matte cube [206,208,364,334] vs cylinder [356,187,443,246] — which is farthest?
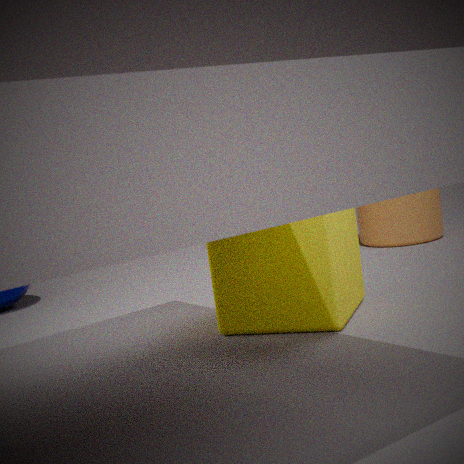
cylinder [356,187,443,246]
